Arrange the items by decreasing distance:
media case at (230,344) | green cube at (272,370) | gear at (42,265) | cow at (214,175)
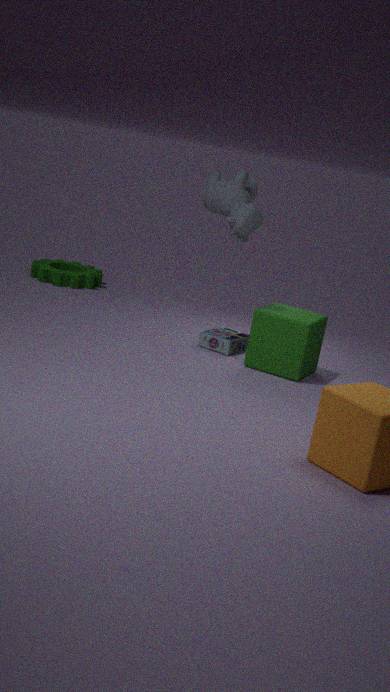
gear at (42,265) → media case at (230,344) → green cube at (272,370) → cow at (214,175)
